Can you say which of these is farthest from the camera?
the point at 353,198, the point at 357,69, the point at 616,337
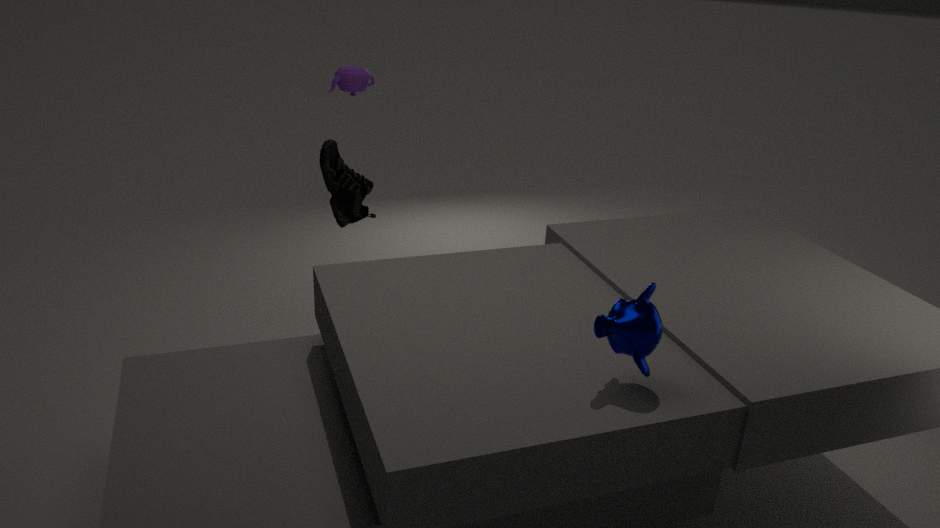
the point at 357,69
